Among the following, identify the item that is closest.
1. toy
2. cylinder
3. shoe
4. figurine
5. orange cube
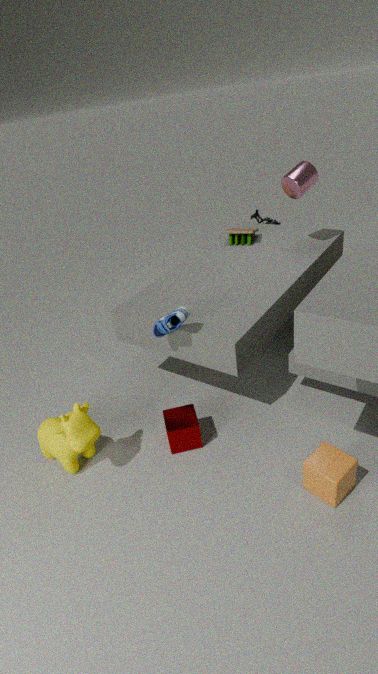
orange cube
